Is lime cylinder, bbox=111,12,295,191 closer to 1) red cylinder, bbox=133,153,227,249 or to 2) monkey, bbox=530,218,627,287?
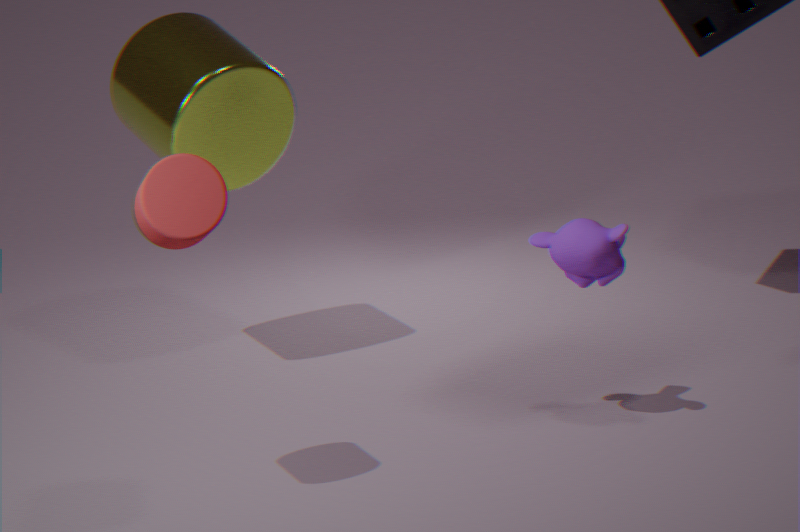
1) red cylinder, bbox=133,153,227,249
